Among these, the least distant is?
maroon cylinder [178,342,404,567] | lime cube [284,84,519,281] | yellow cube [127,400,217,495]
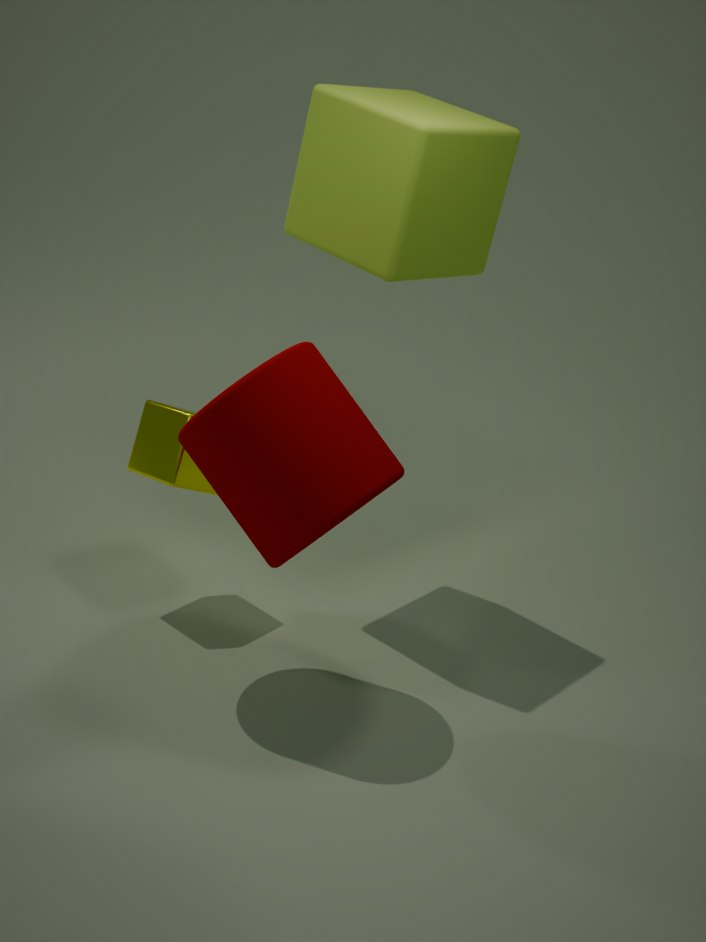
maroon cylinder [178,342,404,567]
